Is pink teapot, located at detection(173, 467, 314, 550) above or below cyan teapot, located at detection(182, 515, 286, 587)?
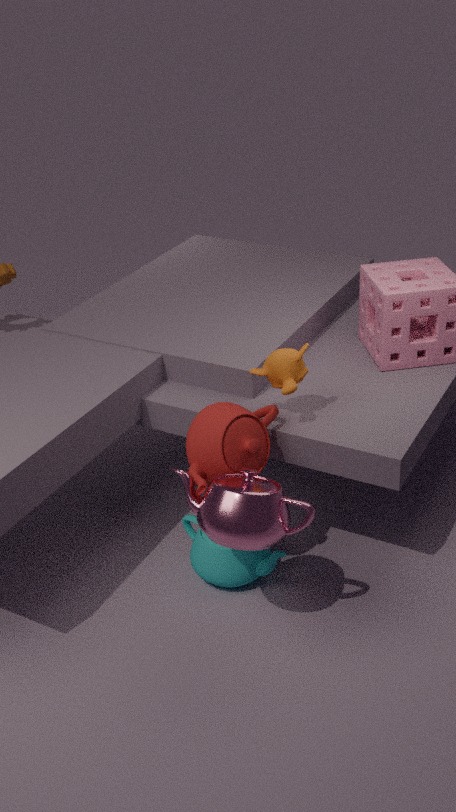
above
